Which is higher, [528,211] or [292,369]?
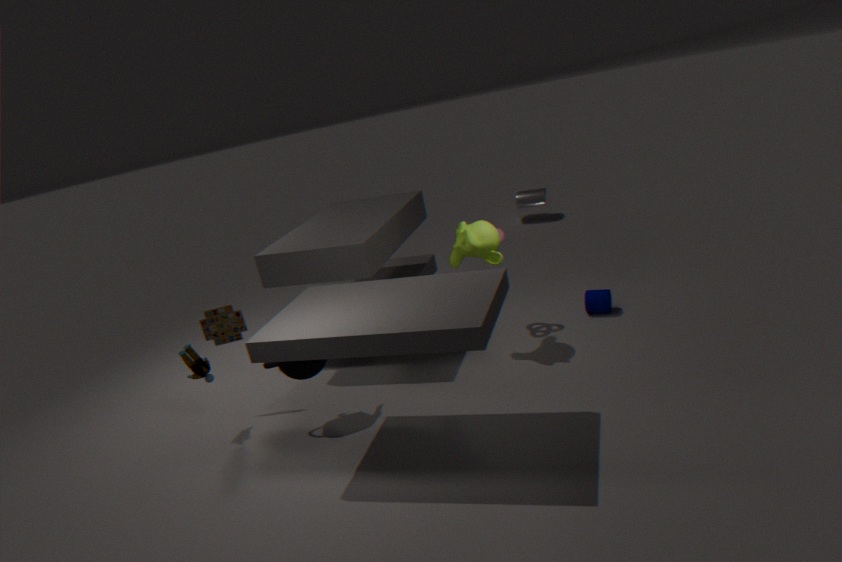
[292,369]
